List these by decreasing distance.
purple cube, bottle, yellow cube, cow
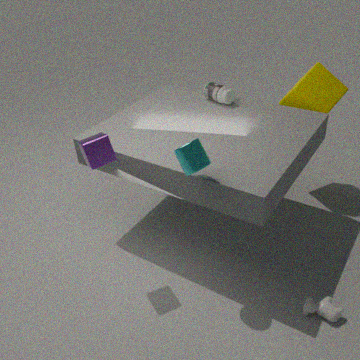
bottle → yellow cube → cow → purple cube
